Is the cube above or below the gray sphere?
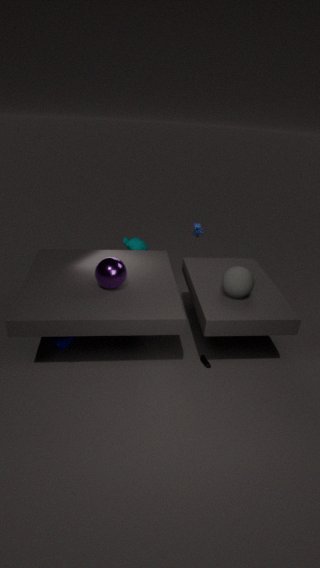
below
